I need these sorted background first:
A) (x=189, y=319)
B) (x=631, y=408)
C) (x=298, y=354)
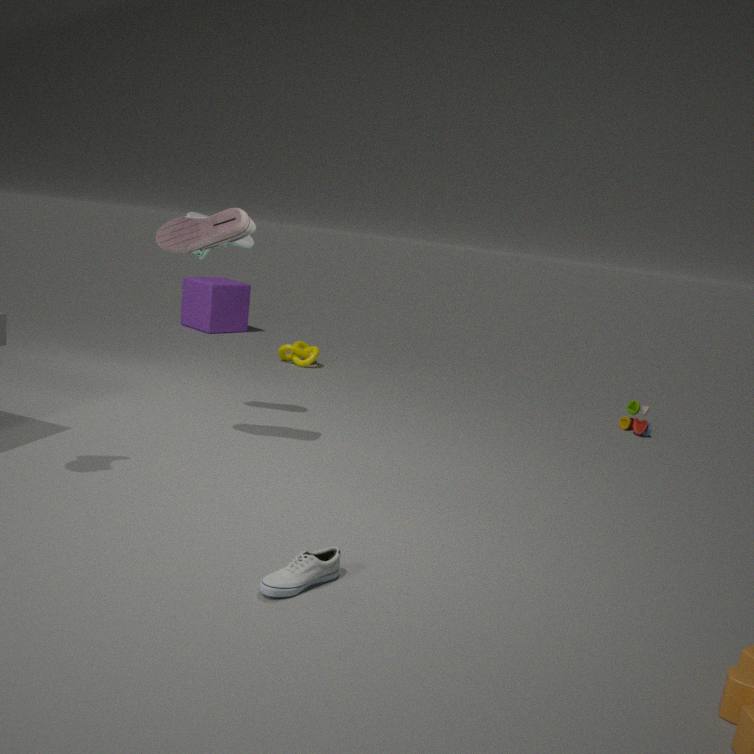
1. (x=189, y=319)
2. (x=298, y=354)
3. (x=631, y=408)
